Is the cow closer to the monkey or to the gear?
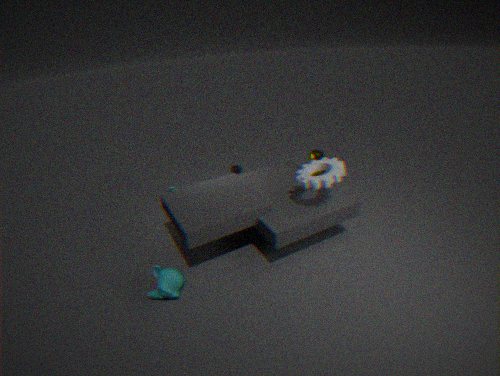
the gear
